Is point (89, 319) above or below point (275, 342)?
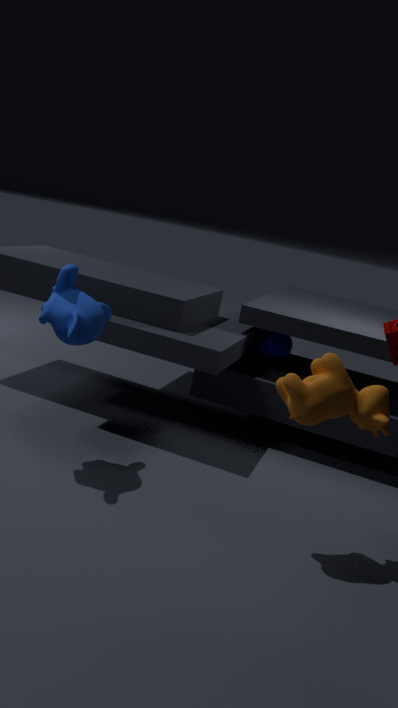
above
